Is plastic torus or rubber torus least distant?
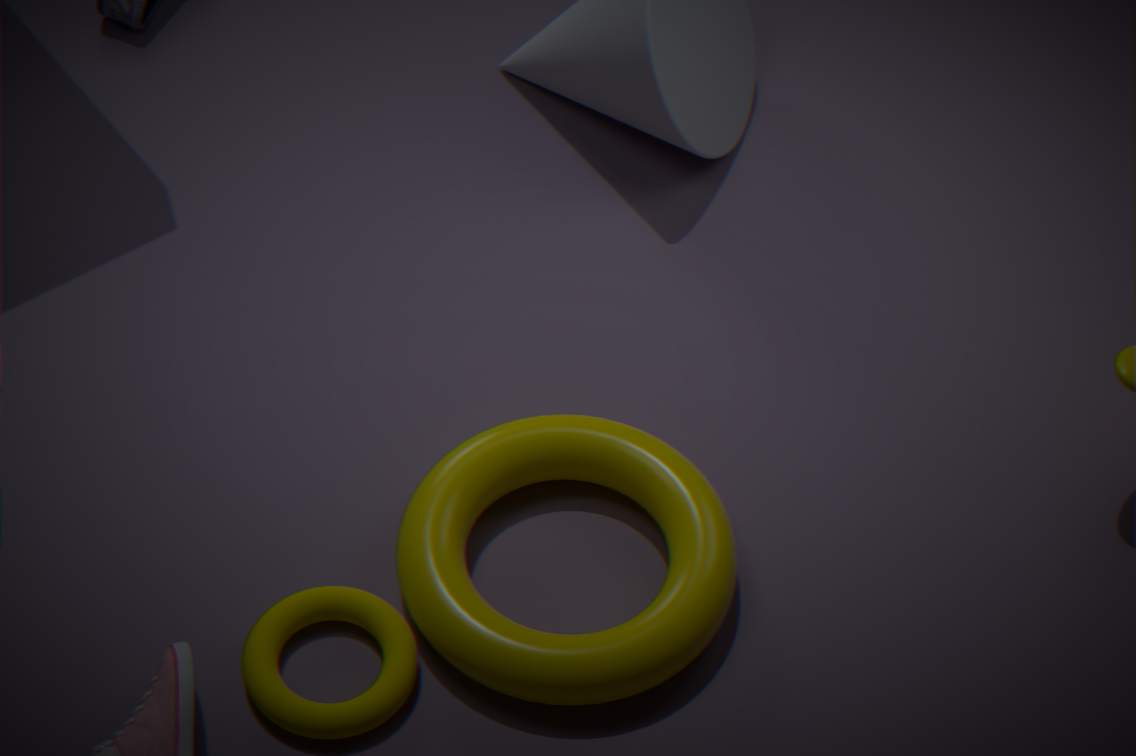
rubber torus
